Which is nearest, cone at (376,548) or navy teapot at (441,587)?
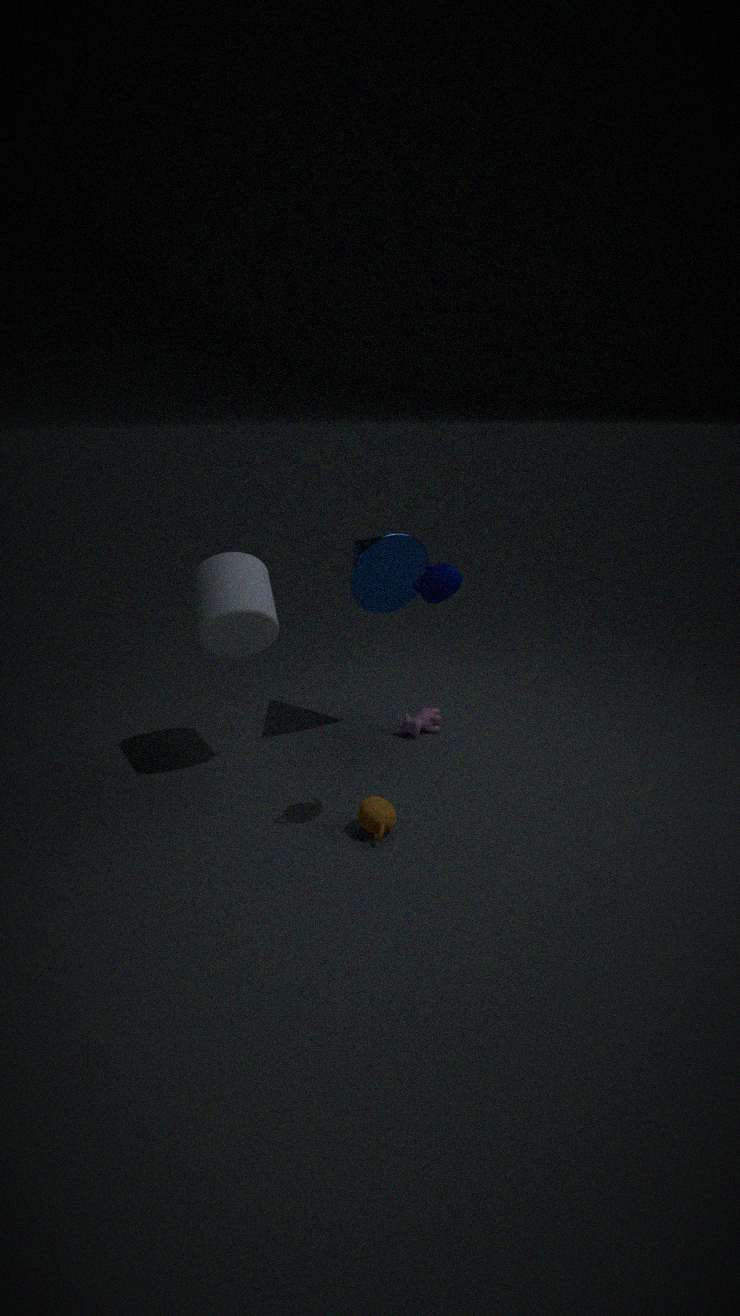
navy teapot at (441,587)
